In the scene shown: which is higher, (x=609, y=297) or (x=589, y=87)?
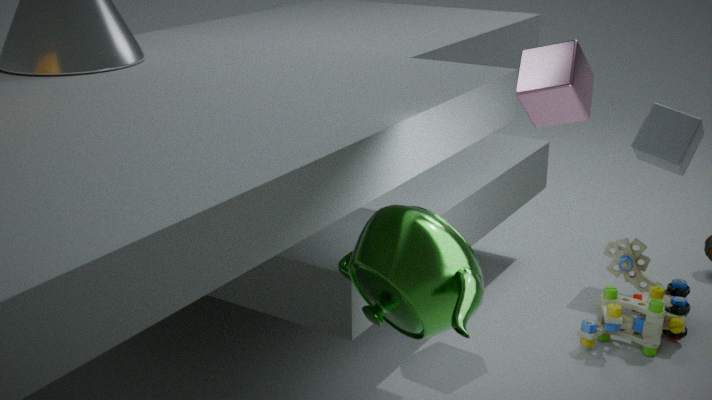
(x=589, y=87)
